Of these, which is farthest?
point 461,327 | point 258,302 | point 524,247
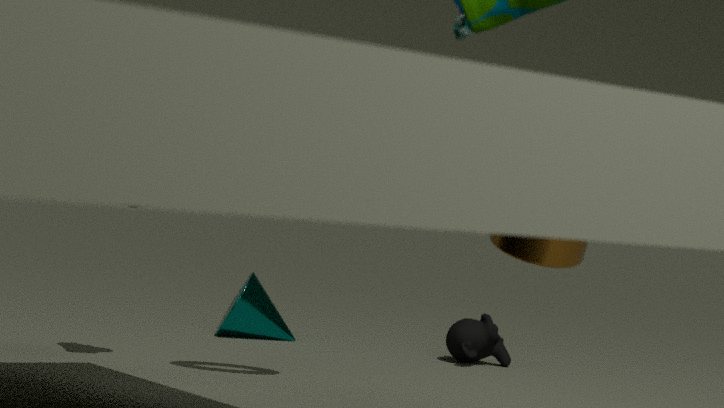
point 258,302
